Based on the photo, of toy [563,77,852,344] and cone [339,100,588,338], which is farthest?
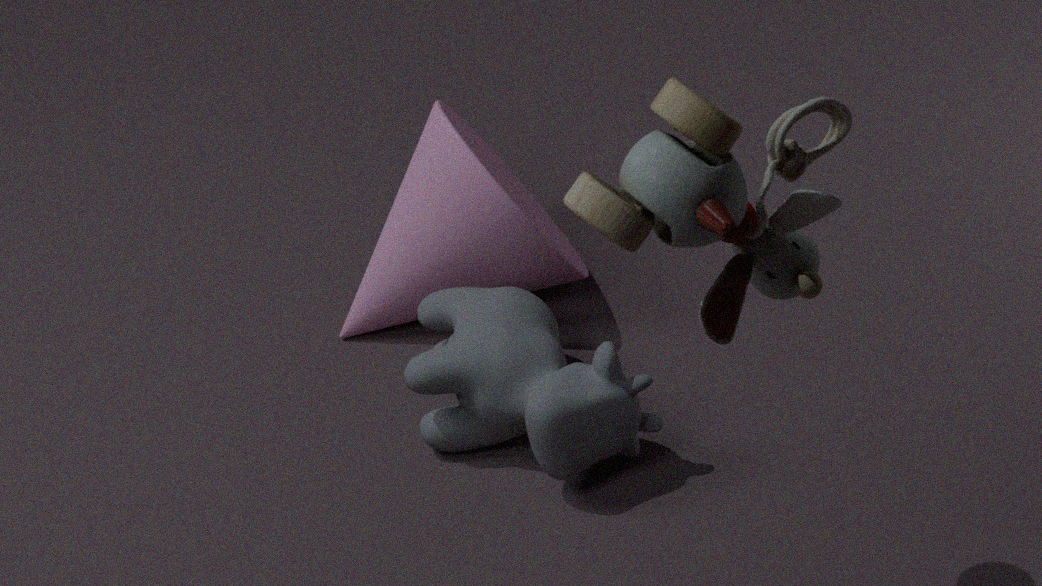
cone [339,100,588,338]
